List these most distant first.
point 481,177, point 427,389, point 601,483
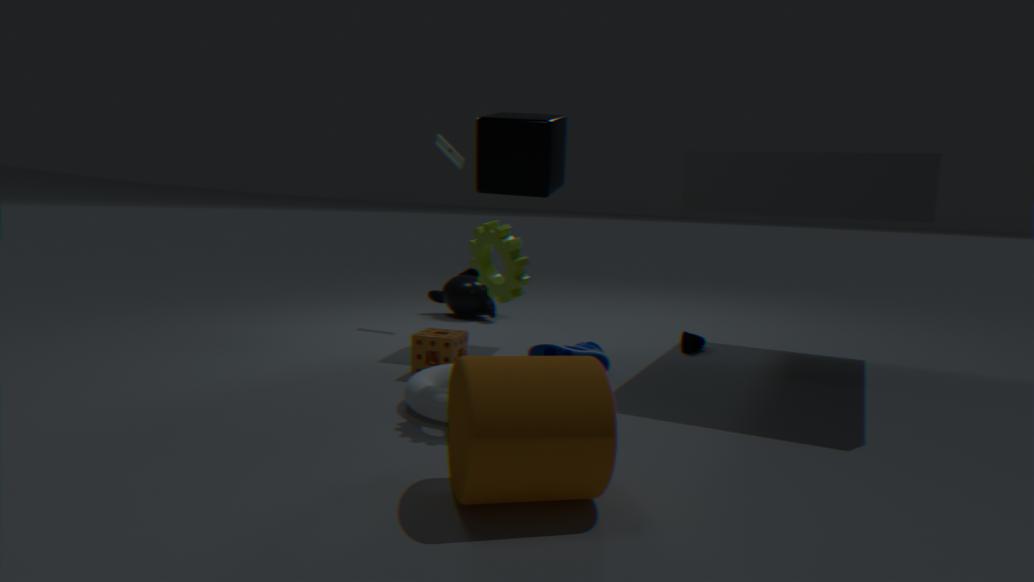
1. point 481,177
2. point 427,389
3. point 601,483
